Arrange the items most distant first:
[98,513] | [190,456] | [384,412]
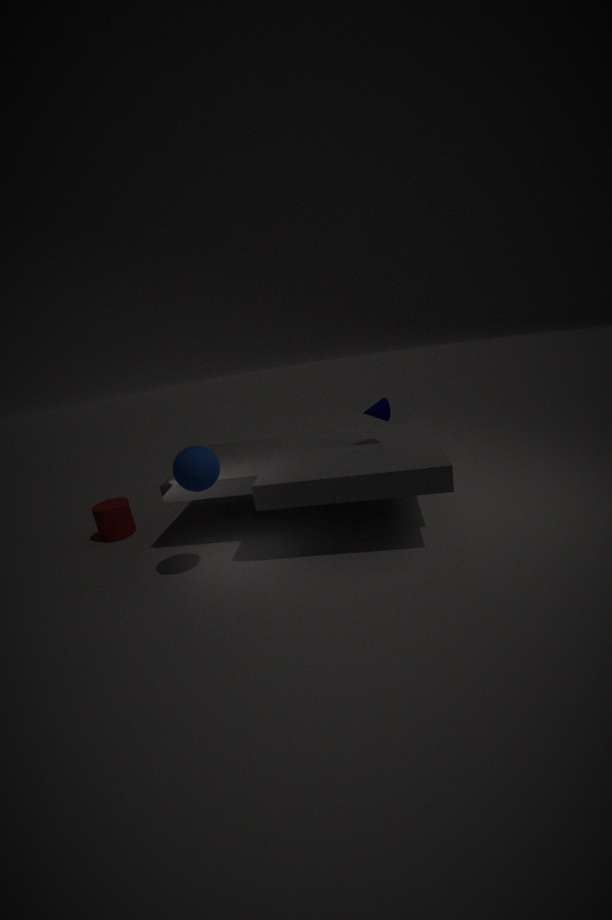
[98,513] < [384,412] < [190,456]
